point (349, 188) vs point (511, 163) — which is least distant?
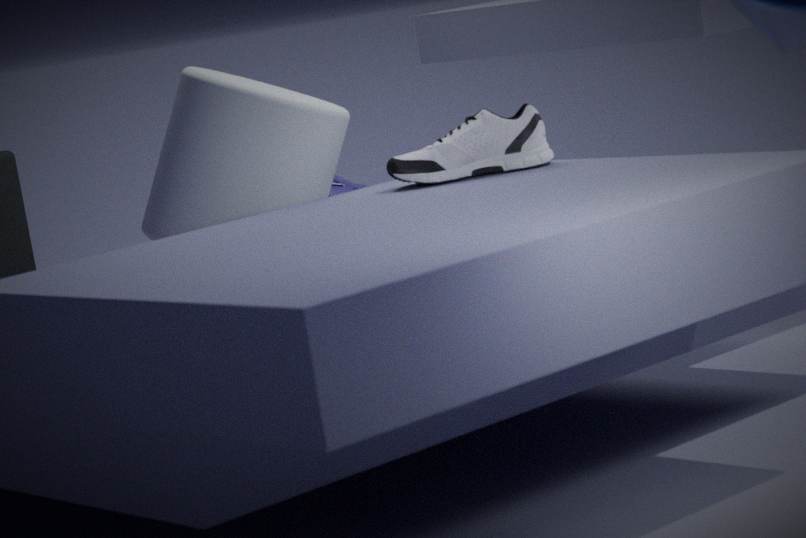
point (511, 163)
